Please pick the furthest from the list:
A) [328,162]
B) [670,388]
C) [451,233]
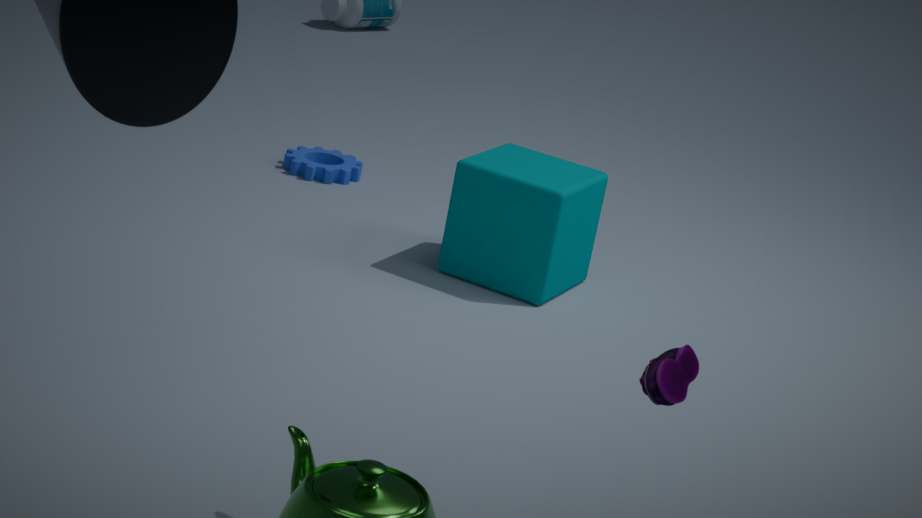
[328,162]
